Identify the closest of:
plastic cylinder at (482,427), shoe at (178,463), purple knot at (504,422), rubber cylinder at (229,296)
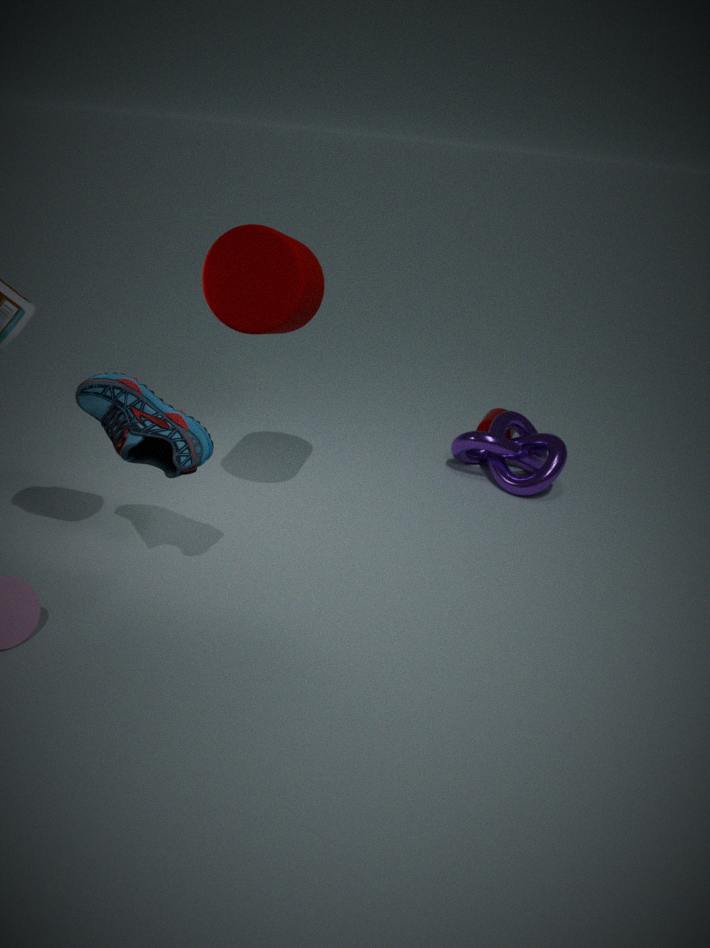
shoe at (178,463)
